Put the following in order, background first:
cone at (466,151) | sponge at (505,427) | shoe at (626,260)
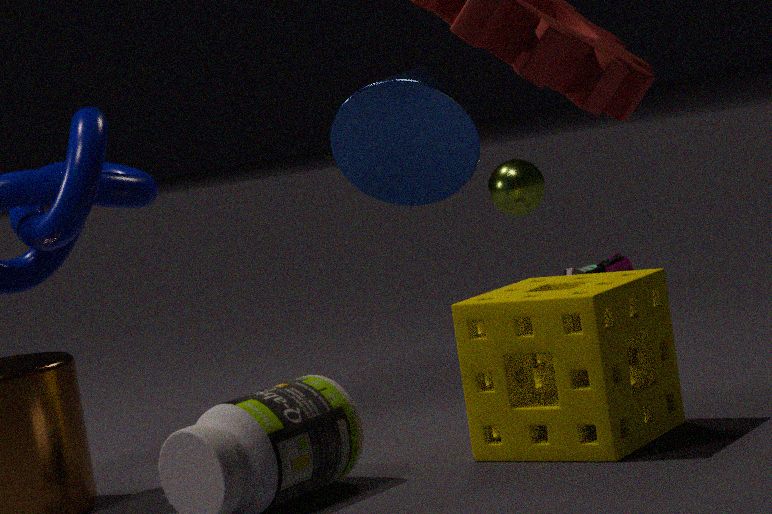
shoe at (626,260), cone at (466,151), sponge at (505,427)
